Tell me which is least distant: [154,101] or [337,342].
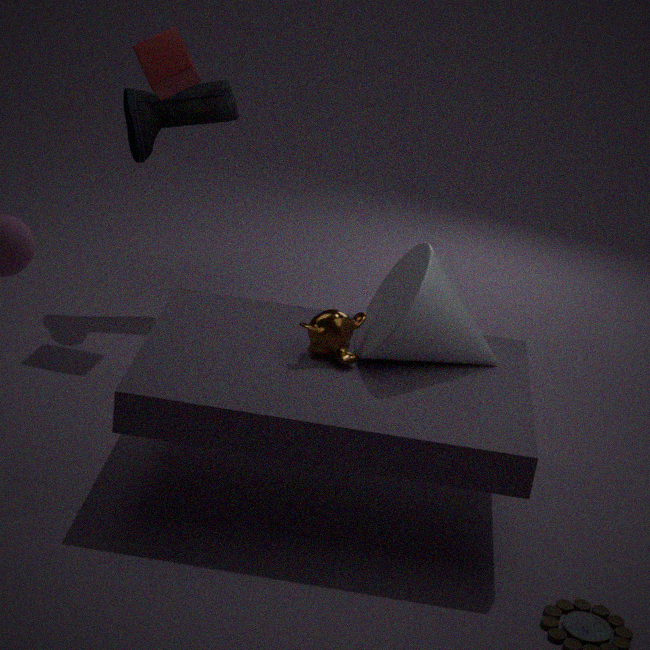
[337,342]
